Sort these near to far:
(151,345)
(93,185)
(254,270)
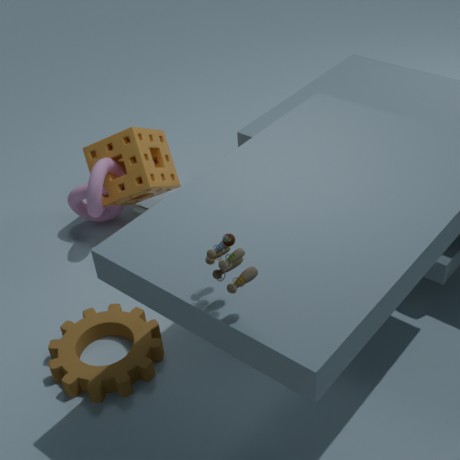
(254,270), (151,345), (93,185)
